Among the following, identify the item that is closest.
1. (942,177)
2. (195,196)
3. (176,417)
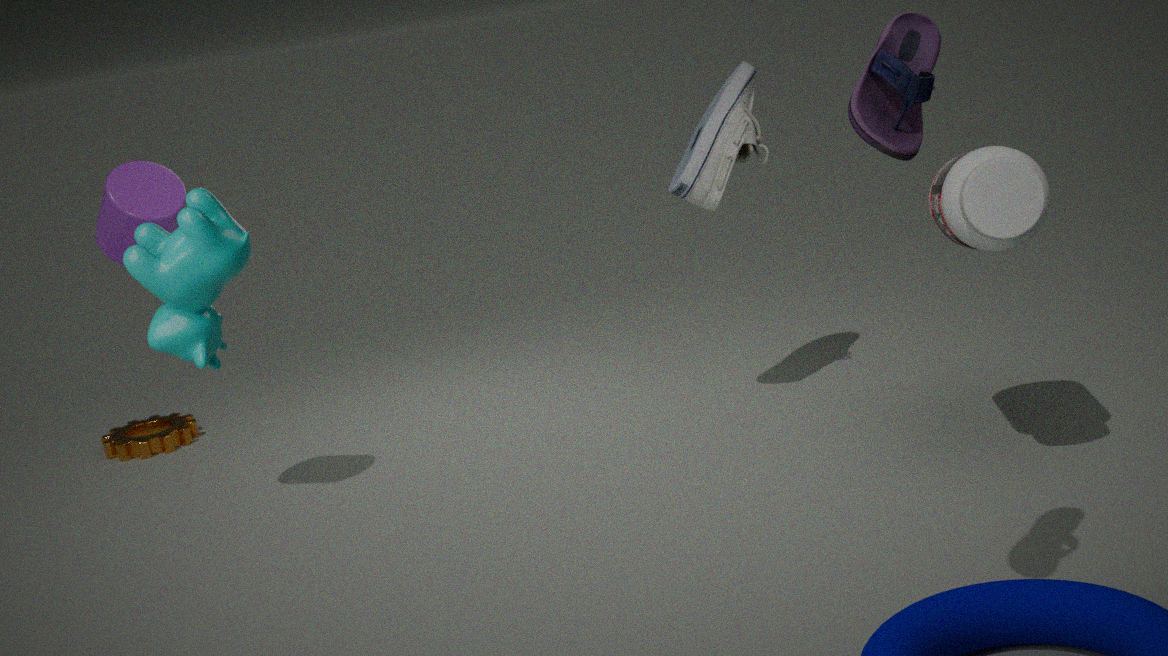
(195,196)
